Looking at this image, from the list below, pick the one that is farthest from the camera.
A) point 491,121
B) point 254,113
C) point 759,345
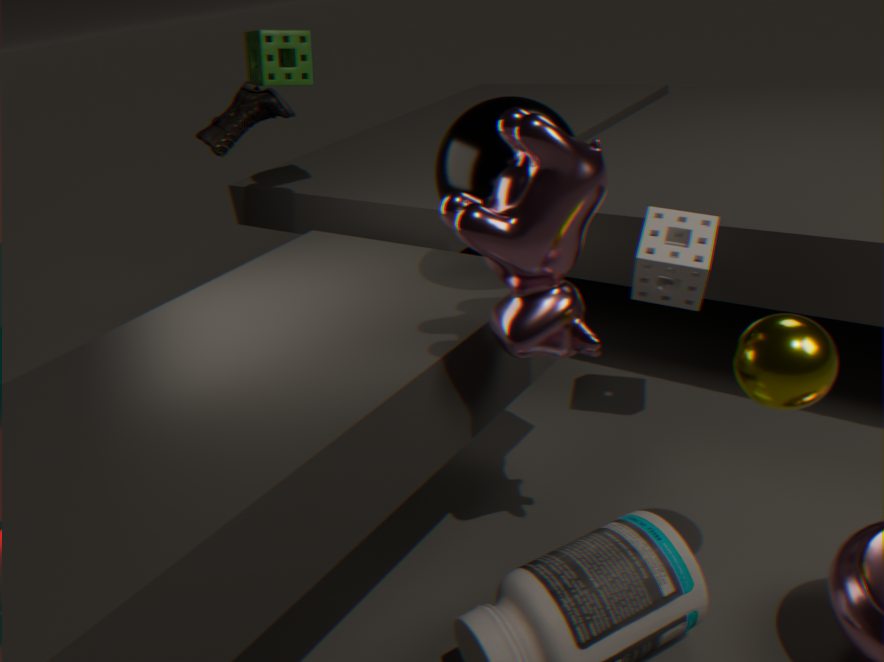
point 254,113
